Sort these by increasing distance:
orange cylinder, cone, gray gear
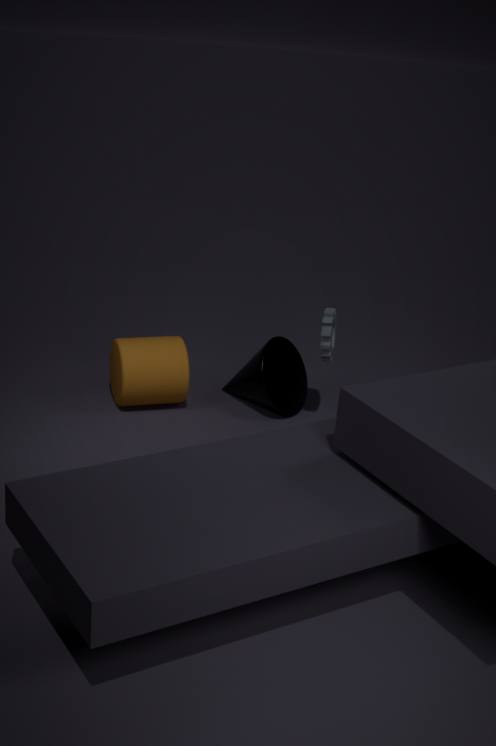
gray gear, orange cylinder, cone
